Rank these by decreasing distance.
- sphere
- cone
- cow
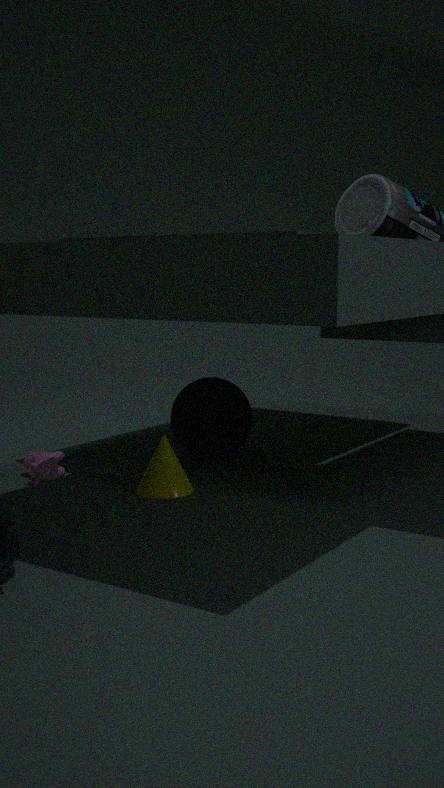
1. sphere
2. cow
3. cone
